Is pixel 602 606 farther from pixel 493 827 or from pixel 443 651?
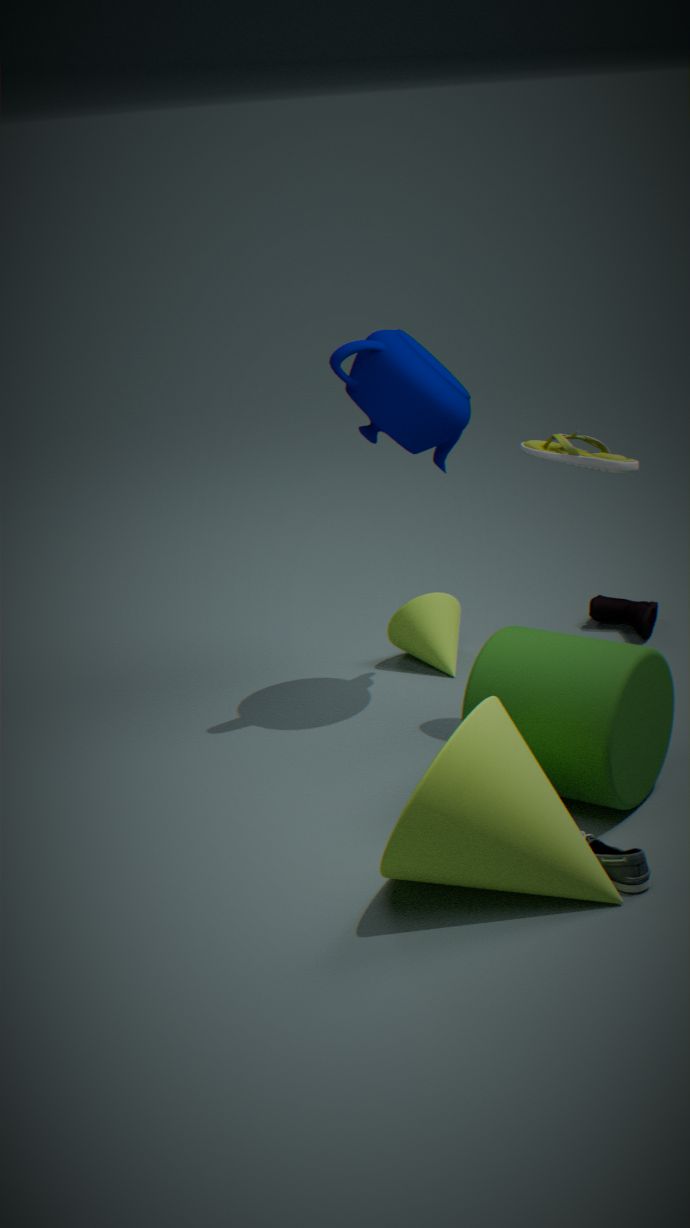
pixel 493 827
